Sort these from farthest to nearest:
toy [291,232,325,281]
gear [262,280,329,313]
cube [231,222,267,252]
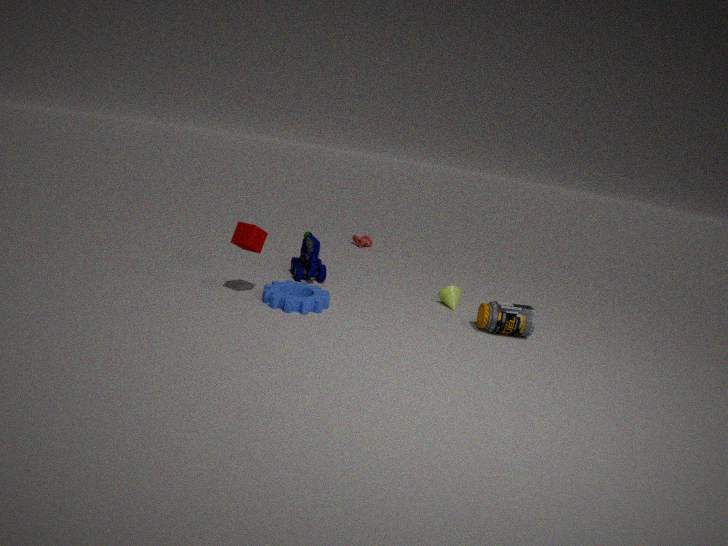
toy [291,232,325,281]
gear [262,280,329,313]
cube [231,222,267,252]
